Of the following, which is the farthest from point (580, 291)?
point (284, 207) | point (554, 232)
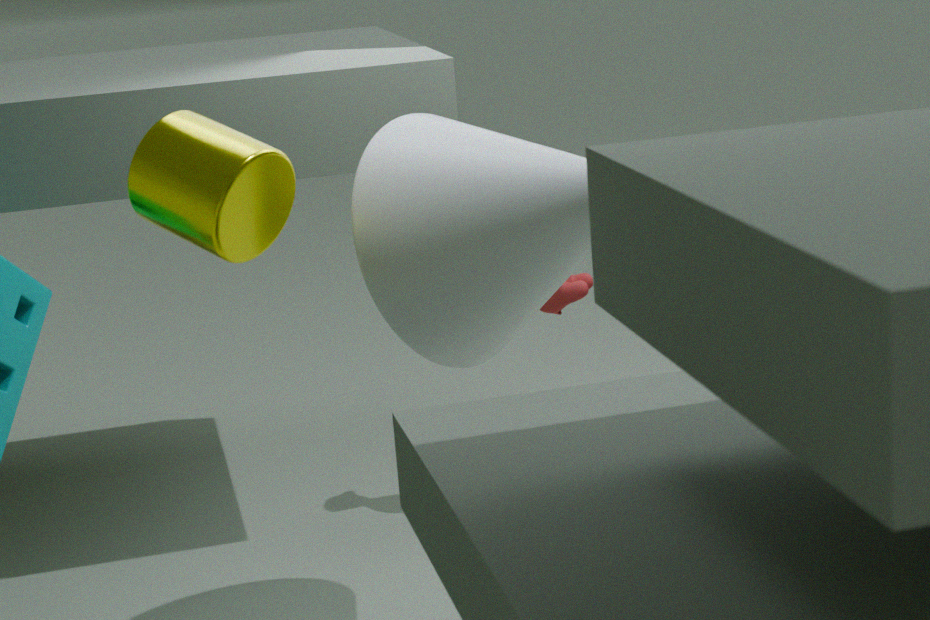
point (284, 207)
